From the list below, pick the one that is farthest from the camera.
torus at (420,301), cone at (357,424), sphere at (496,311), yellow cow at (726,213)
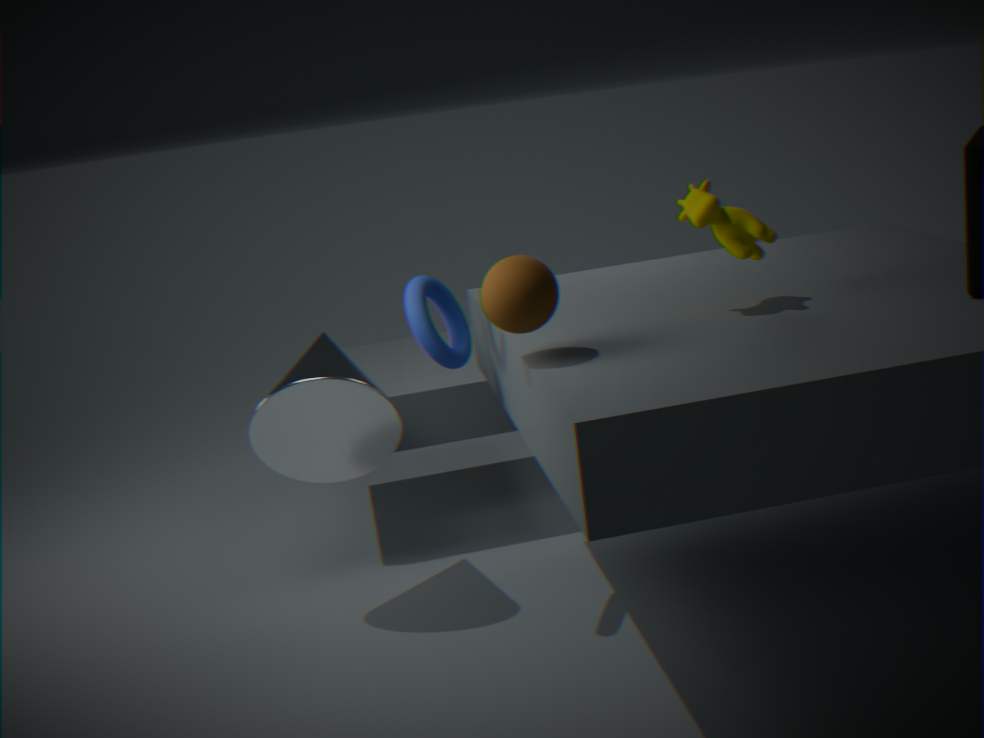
cone at (357,424)
